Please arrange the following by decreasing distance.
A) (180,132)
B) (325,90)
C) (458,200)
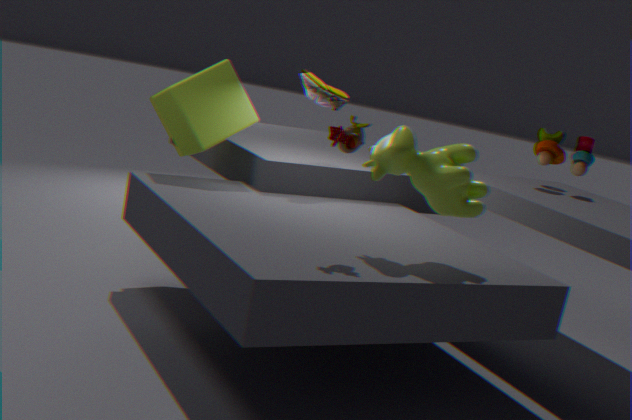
(325,90) < (180,132) < (458,200)
